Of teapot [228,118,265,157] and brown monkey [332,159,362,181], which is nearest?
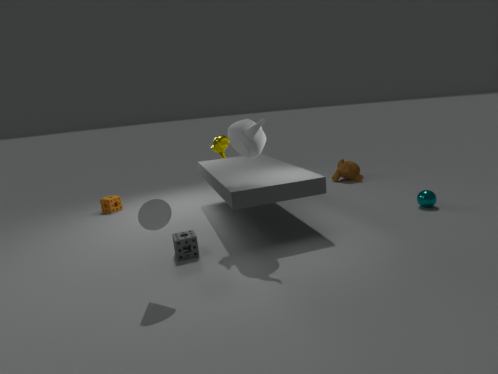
teapot [228,118,265,157]
